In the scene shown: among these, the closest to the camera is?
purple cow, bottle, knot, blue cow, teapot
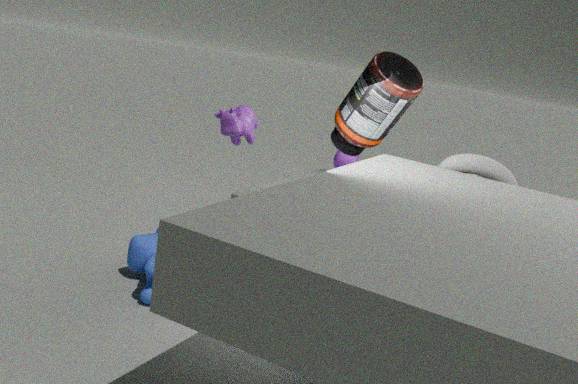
purple cow
